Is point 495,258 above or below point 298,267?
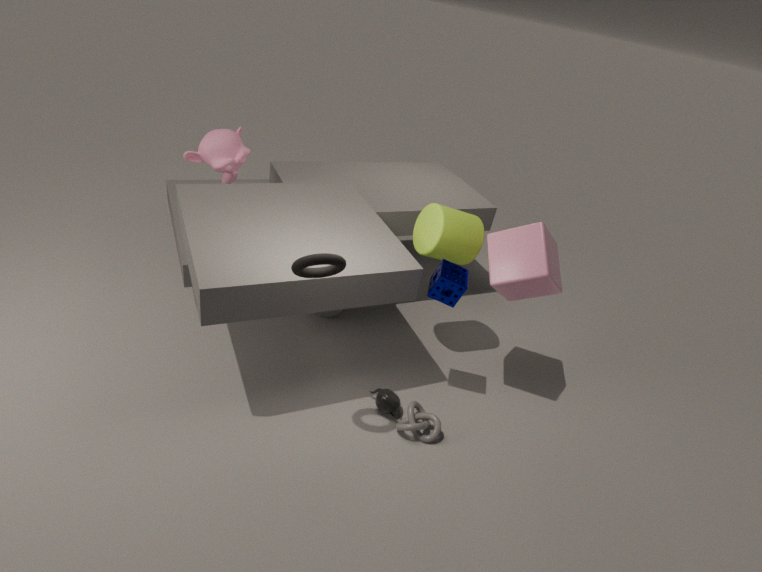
below
